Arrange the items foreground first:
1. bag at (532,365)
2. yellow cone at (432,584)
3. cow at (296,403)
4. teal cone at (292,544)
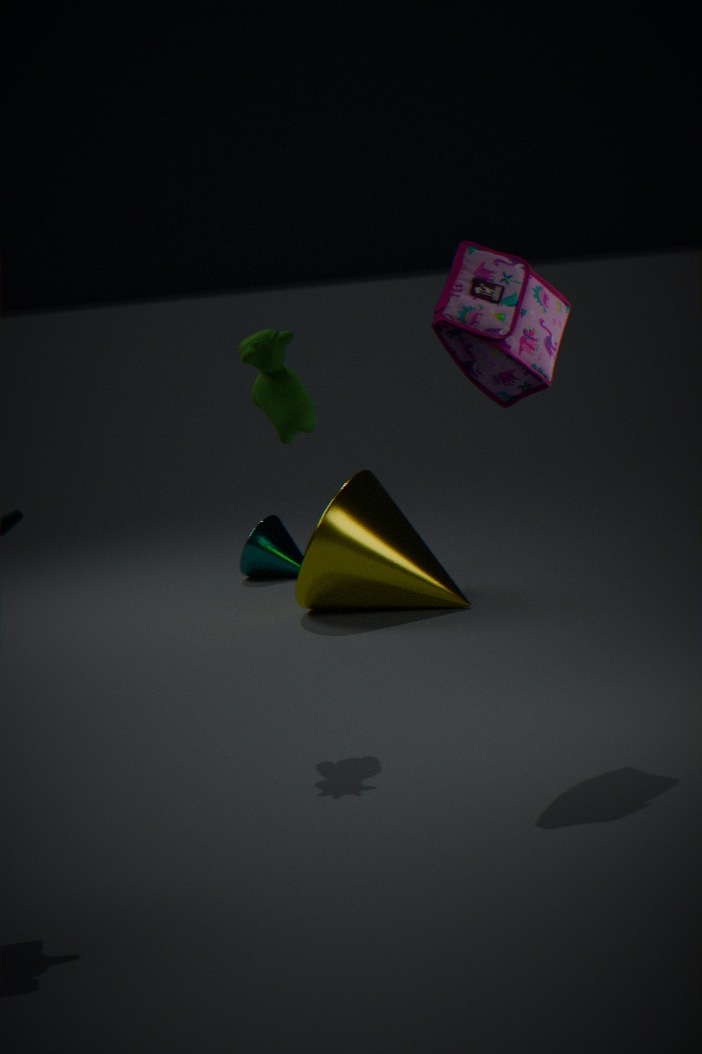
bag at (532,365)
cow at (296,403)
yellow cone at (432,584)
teal cone at (292,544)
